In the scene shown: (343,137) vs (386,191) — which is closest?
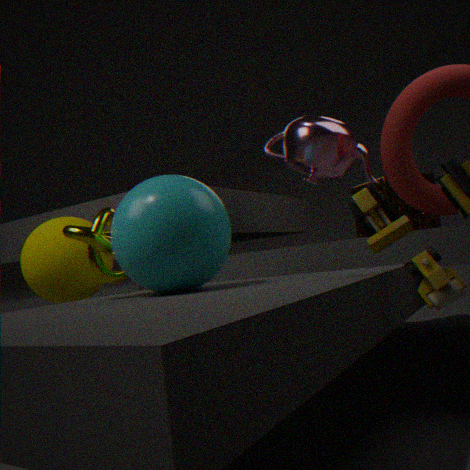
Result: (343,137)
